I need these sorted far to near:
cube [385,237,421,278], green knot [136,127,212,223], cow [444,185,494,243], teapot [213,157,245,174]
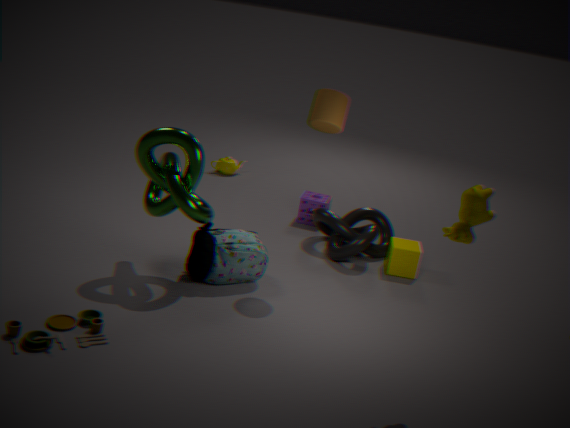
teapot [213,157,245,174], cube [385,237,421,278], green knot [136,127,212,223], cow [444,185,494,243]
